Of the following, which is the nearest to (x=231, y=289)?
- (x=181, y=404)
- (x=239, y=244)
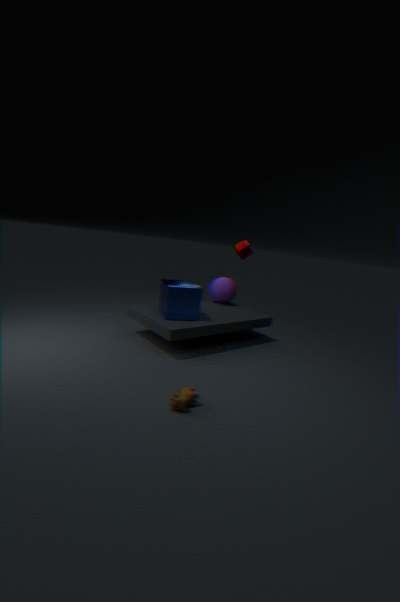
(x=239, y=244)
